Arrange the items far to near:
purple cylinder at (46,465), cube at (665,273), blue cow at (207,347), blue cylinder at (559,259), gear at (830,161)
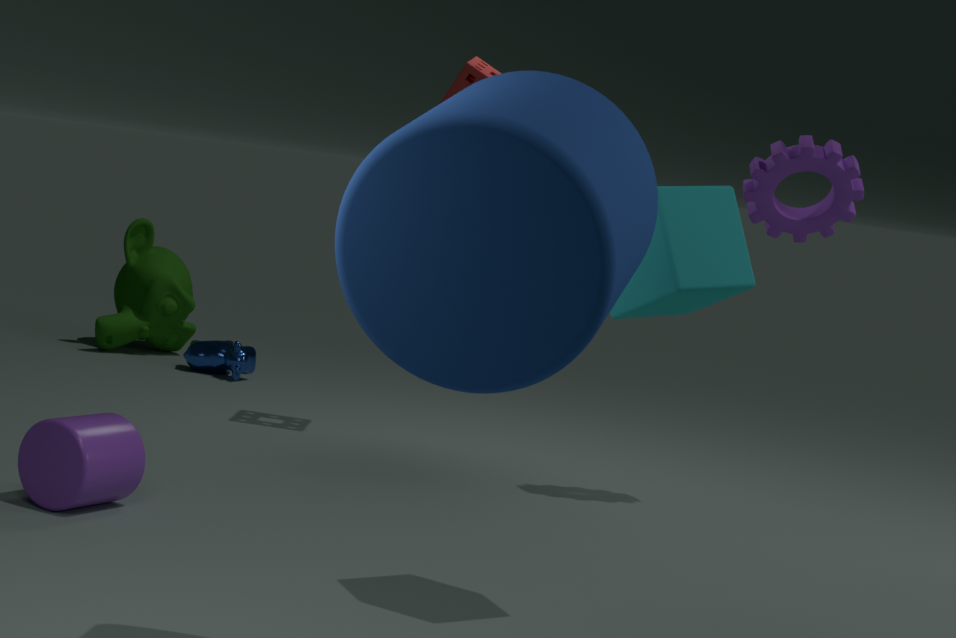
blue cow at (207,347) < gear at (830,161) < purple cylinder at (46,465) < cube at (665,273) < blue cylinder at (559,259)
